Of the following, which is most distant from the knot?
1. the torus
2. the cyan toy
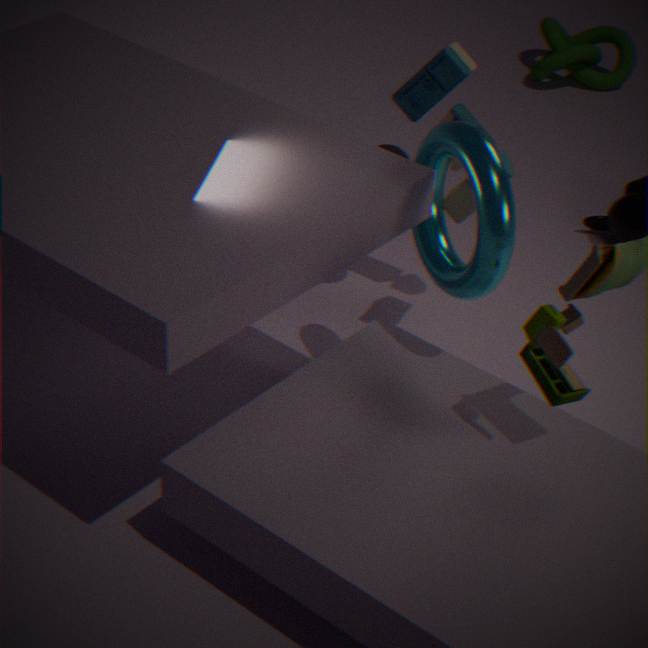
the torus
